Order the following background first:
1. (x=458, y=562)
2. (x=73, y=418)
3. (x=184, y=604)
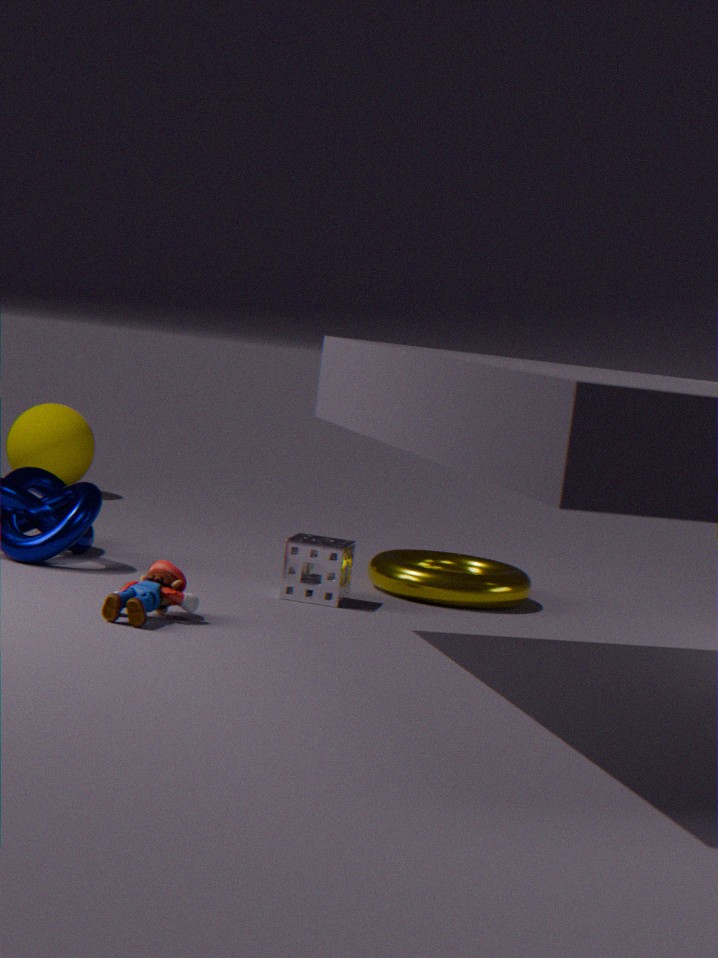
(x=73, y=418), (x=458, y=562), (x=184, y=604)
